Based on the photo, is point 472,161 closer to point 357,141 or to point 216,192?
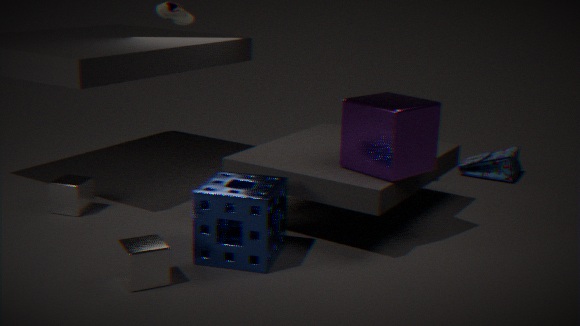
point 357,141
